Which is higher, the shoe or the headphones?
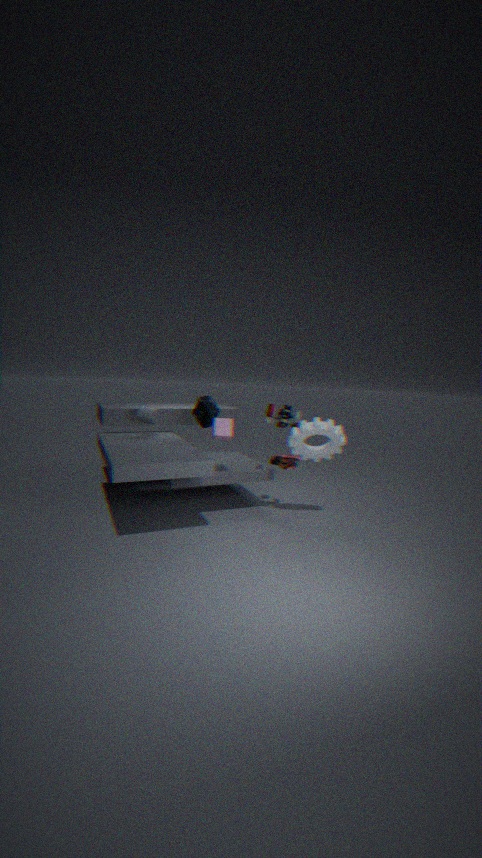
the headphones
